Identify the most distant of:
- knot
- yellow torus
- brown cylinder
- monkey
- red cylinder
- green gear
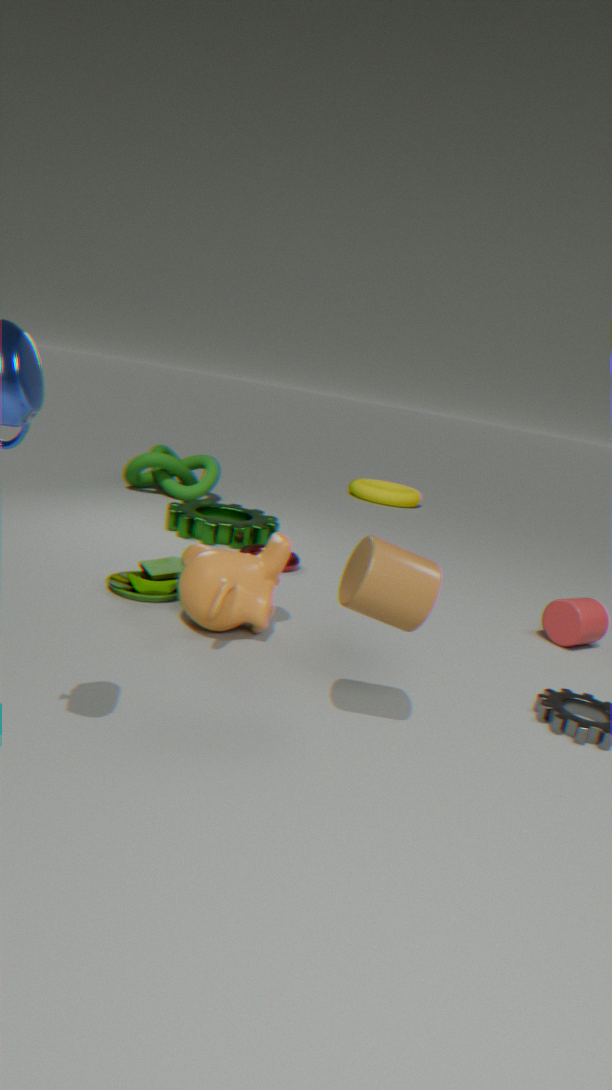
yellow torus
